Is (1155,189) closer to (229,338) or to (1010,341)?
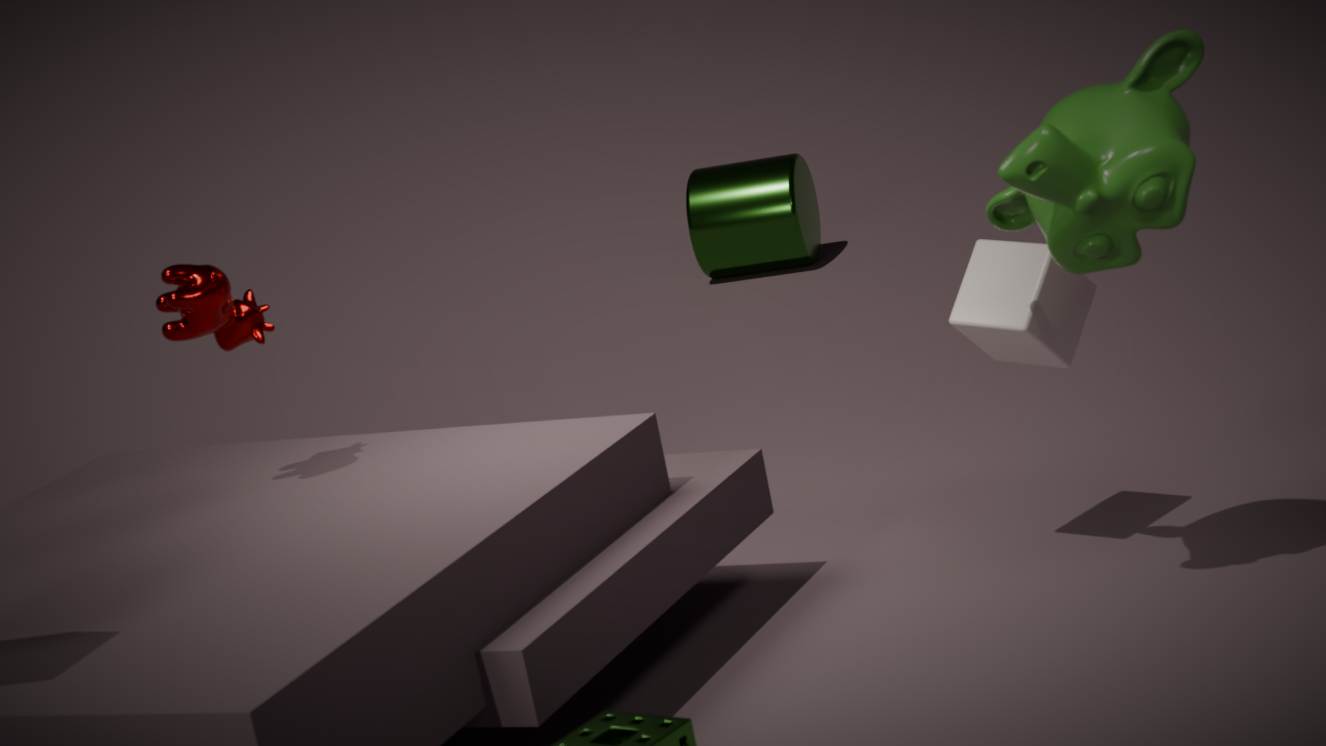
(1010,341)
